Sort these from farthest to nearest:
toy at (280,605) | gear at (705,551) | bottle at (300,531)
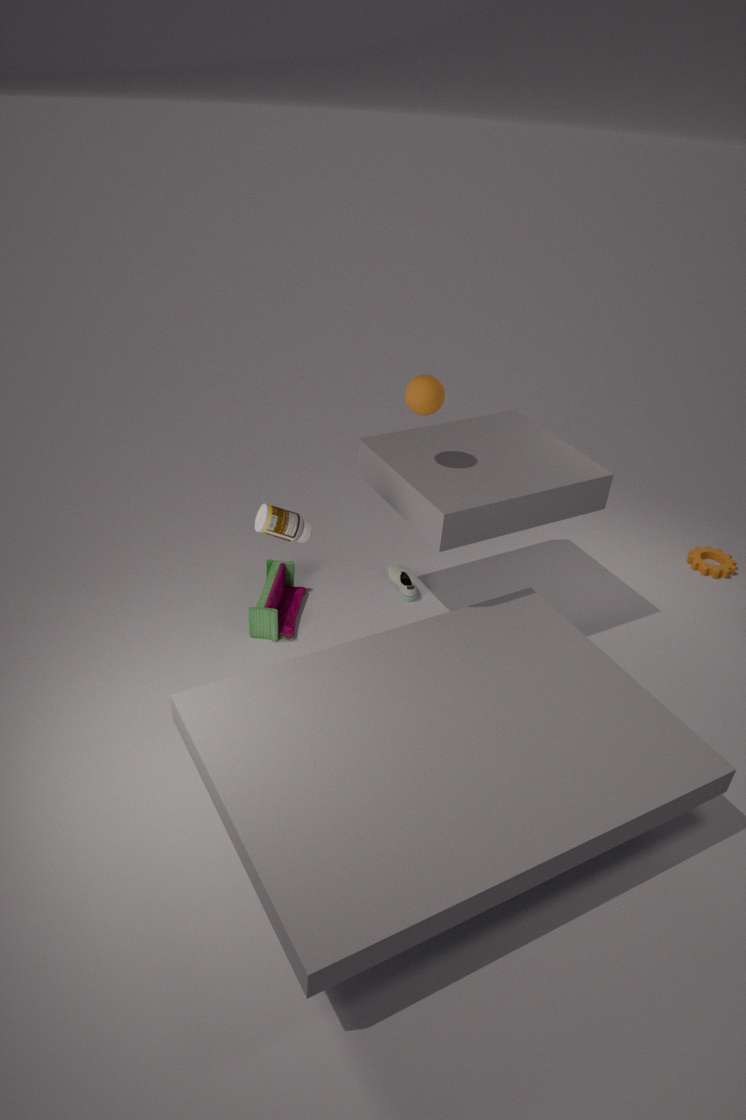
gear at (705,551), toy at (280,605), bottle at (300,531)
